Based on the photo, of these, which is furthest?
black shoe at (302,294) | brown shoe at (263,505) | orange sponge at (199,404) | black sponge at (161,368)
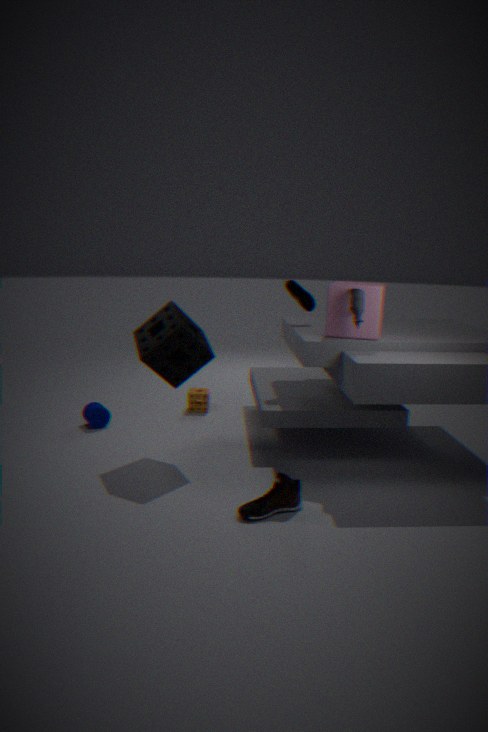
orange sponge at (199,404)
